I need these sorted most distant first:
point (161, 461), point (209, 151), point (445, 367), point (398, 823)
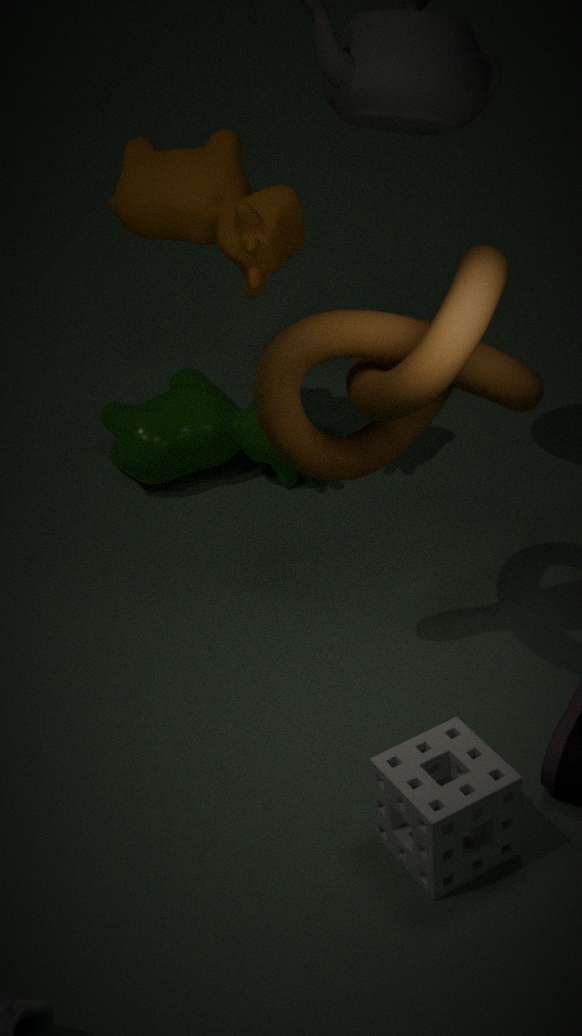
point (161, 461) < point (209, 151) < point (398, 823) < point (445, 367)
